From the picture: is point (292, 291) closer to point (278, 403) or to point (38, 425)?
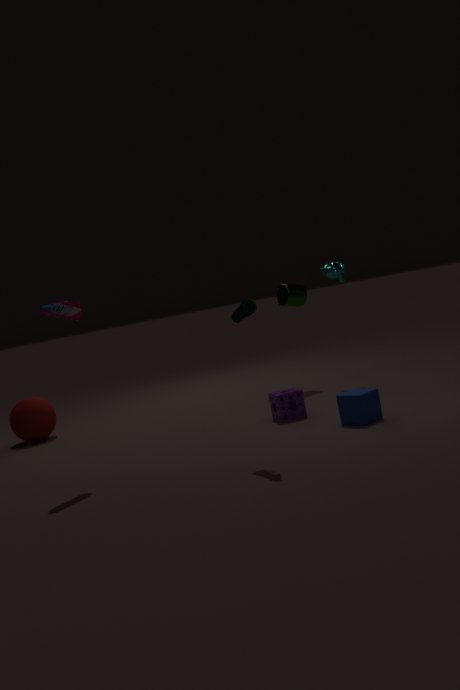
point (278, 403)
